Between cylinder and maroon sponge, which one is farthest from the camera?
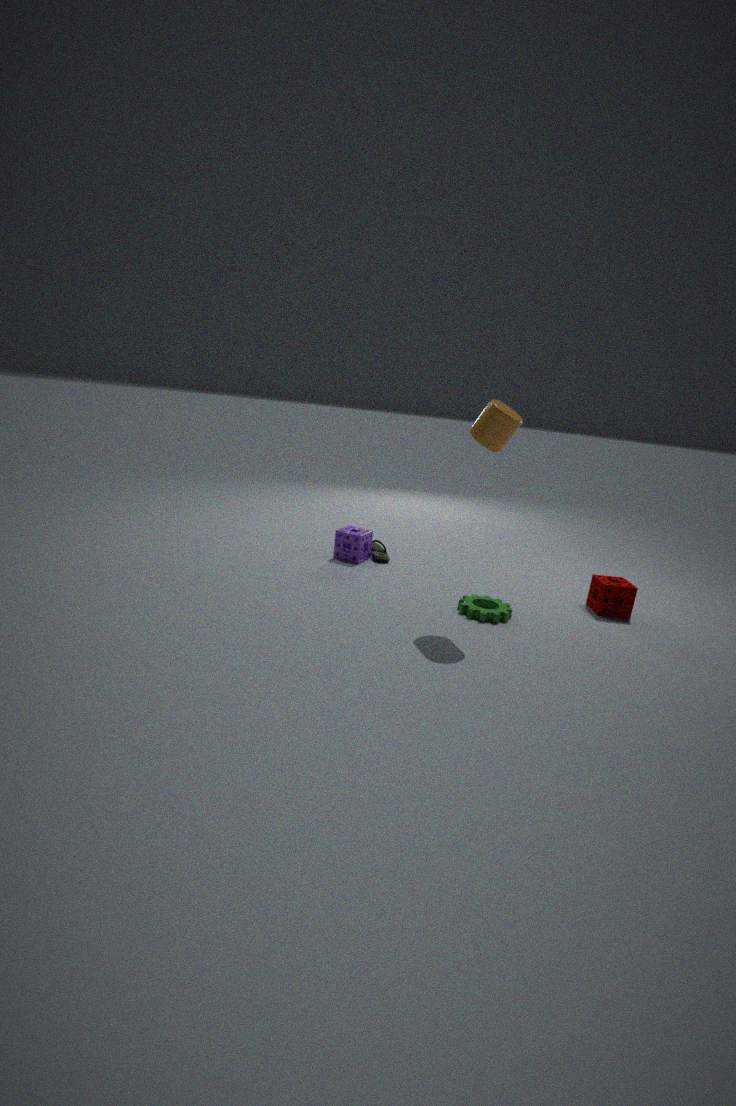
maroon sponge
